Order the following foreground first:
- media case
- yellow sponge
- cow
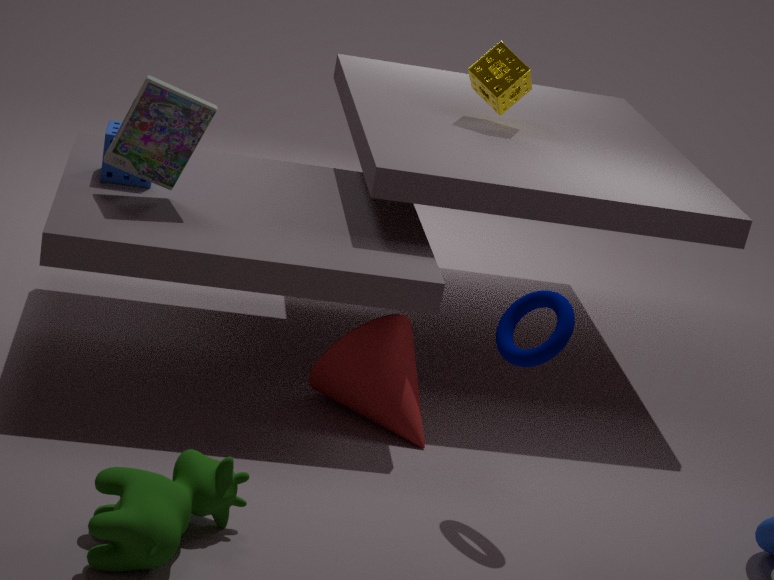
cow → media case → yellow sponge
